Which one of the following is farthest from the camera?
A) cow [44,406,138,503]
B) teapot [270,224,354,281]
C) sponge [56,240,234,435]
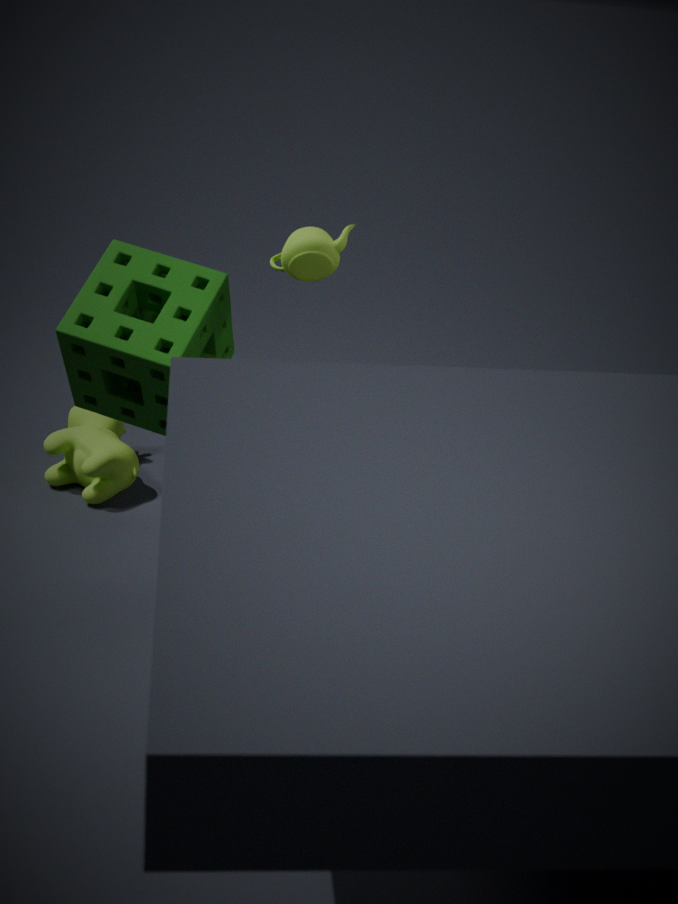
cow [44,406,138,503]
